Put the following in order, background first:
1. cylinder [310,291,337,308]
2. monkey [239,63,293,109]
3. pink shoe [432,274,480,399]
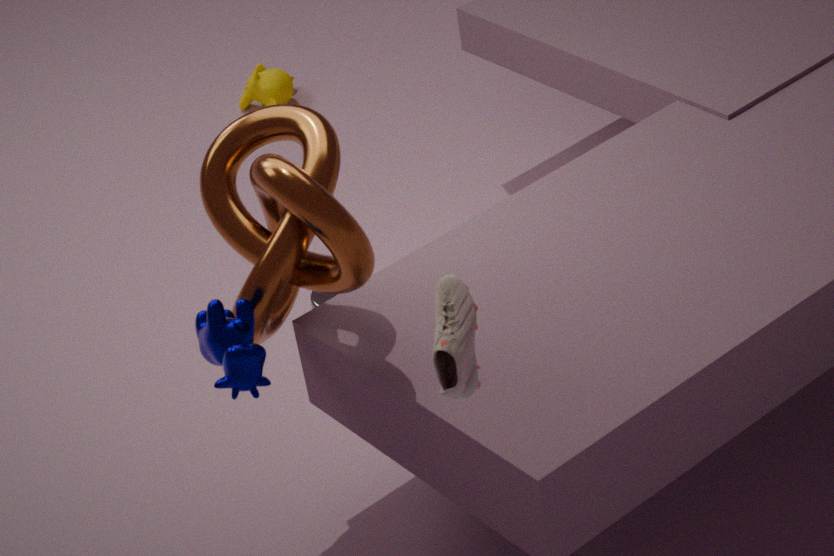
monkey [239,63,293,109]
cylinder [310,291,337,308]
pink shoe [432,274,480,399]
